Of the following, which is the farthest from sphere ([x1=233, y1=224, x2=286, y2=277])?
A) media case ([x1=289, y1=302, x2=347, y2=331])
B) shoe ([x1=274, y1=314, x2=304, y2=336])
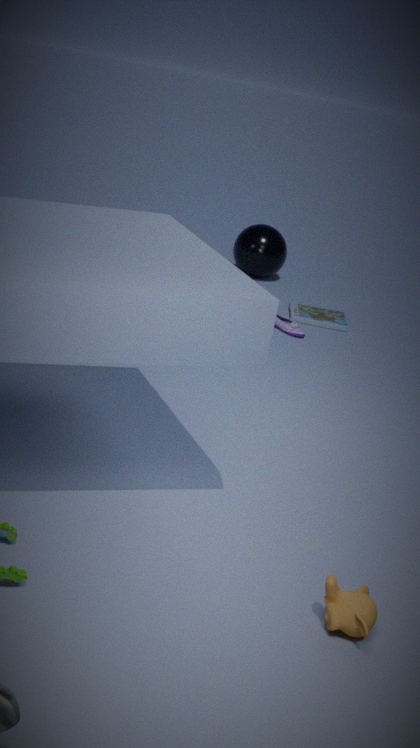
shoe ([x1=274, y1=314, x2=304, y2=336])
